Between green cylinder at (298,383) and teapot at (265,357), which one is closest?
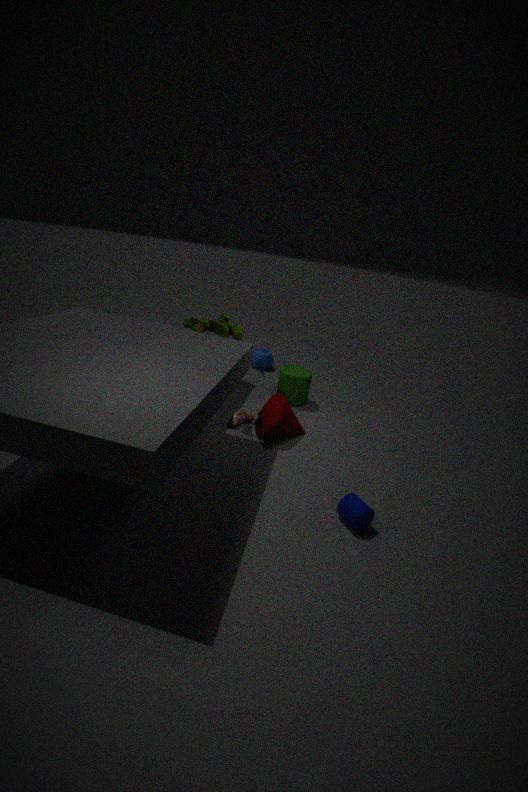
green cylinder at (298,383)
